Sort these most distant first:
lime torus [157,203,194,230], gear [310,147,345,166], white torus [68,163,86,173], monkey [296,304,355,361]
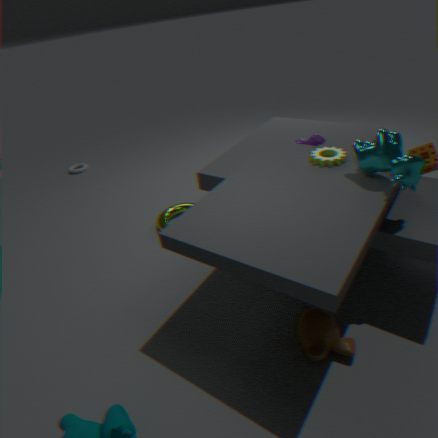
1. white torus [68,163,86,173]
2. lime torus [157,203,194,230]
3. gear [310,147,345,166]
4. monkey [296,304,355,361]
